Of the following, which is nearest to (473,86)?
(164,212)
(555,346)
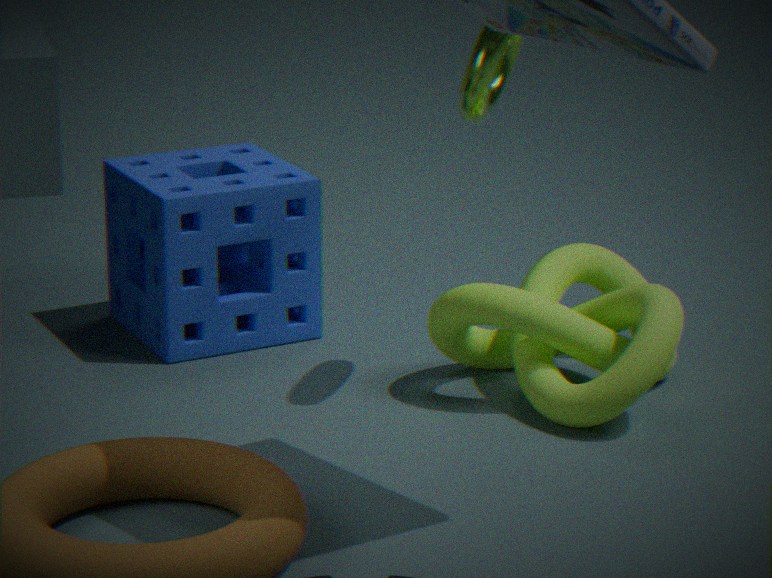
(555,346)
